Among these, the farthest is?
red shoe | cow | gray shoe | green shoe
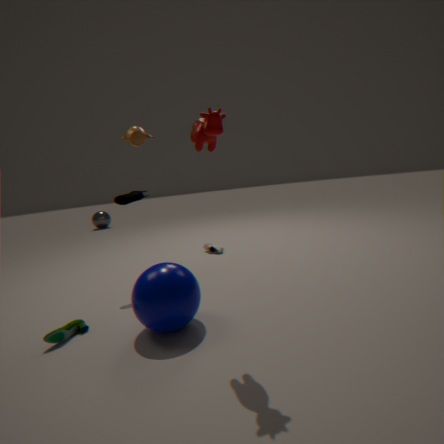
gray shoe
